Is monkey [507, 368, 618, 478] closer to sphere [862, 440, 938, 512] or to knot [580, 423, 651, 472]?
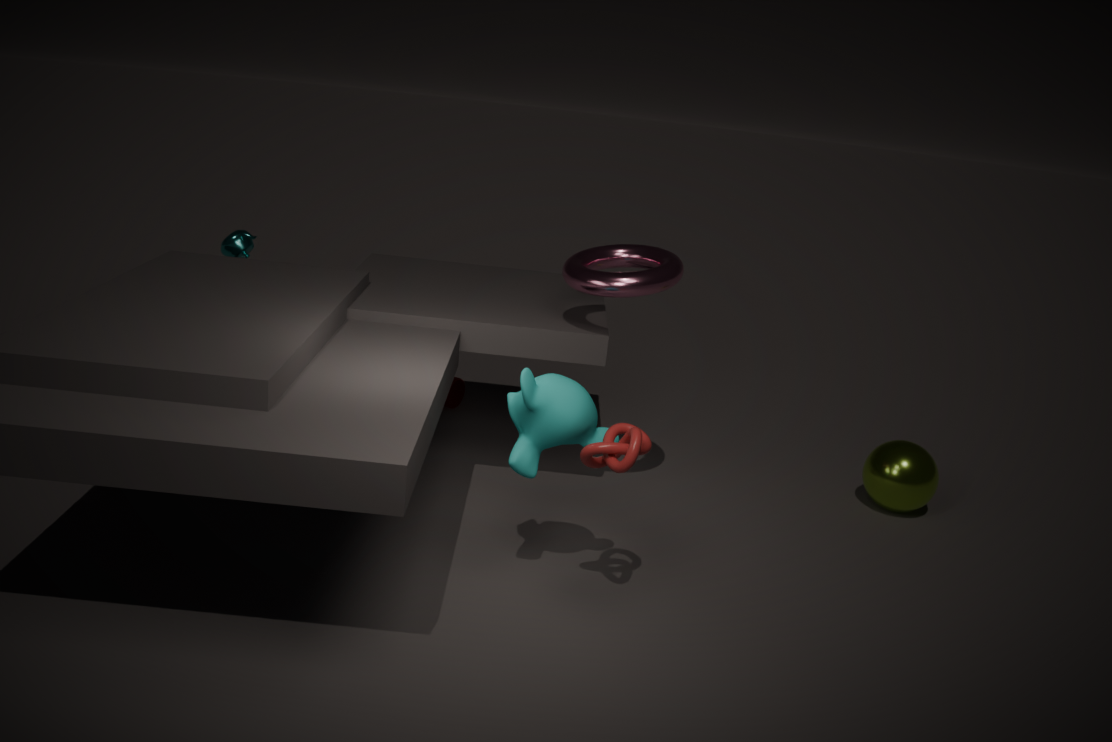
knot [580, 423, 651, 472]
